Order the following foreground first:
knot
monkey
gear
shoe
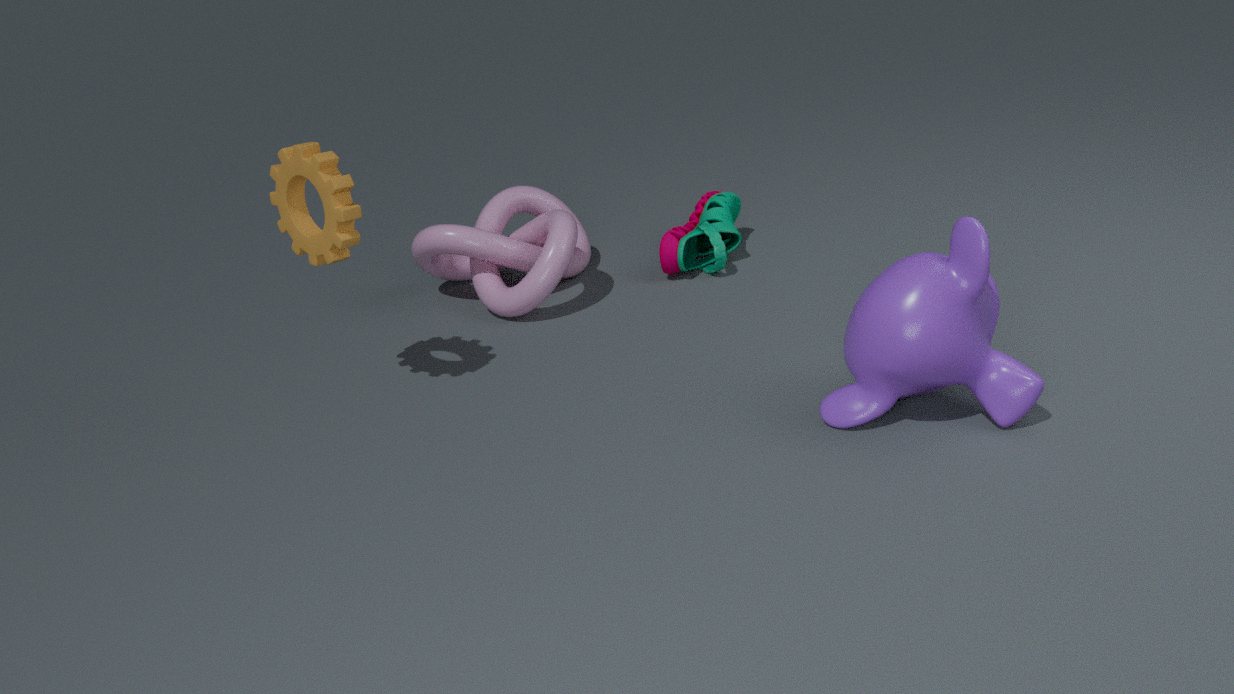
monkey → gear → knot → shoe
